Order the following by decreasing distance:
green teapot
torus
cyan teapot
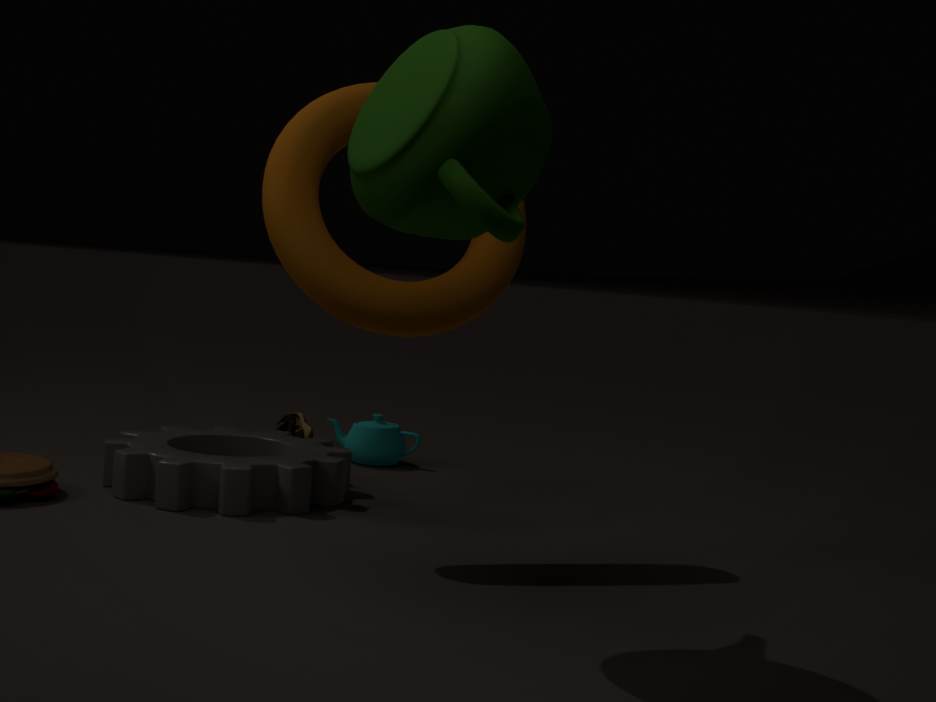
cyan teapot
torus
green teapot
